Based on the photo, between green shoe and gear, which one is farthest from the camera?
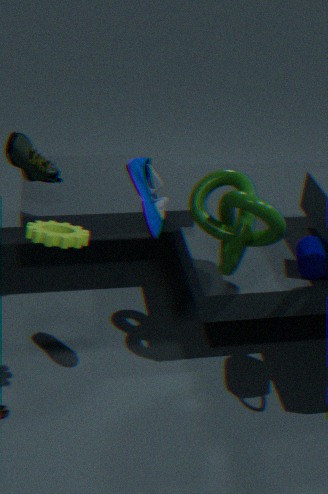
green shoe
